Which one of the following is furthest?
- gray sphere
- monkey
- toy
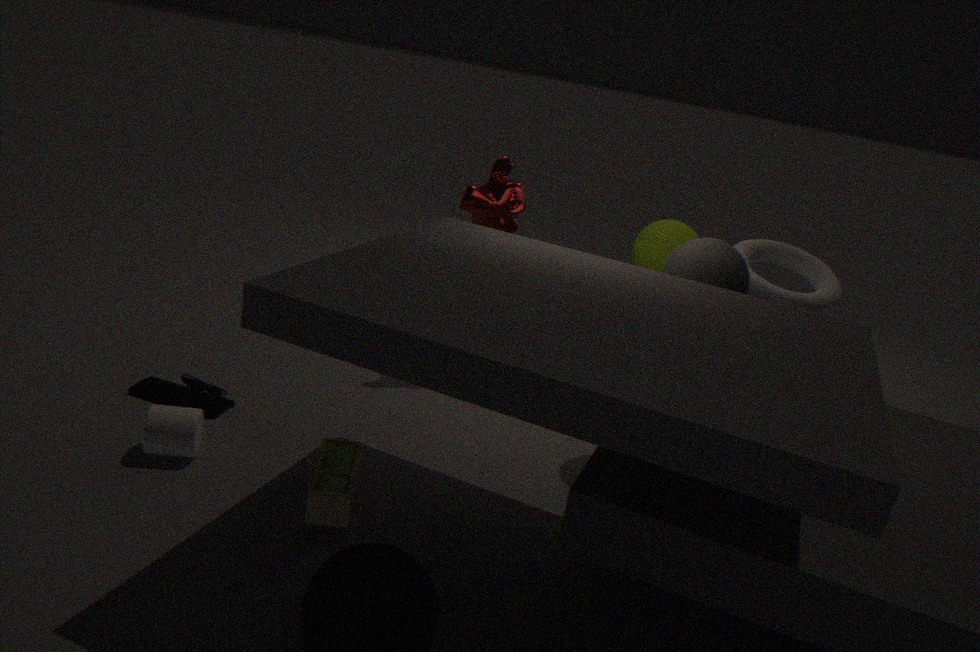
monkey
